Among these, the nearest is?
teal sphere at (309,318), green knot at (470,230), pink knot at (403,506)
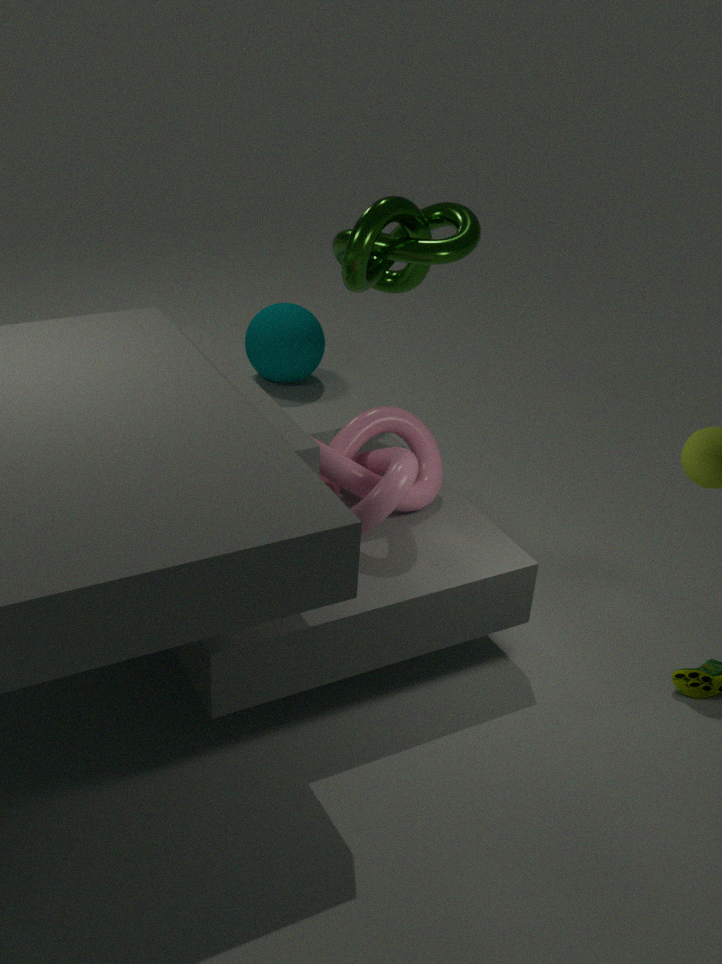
pink knot at (403,506)
